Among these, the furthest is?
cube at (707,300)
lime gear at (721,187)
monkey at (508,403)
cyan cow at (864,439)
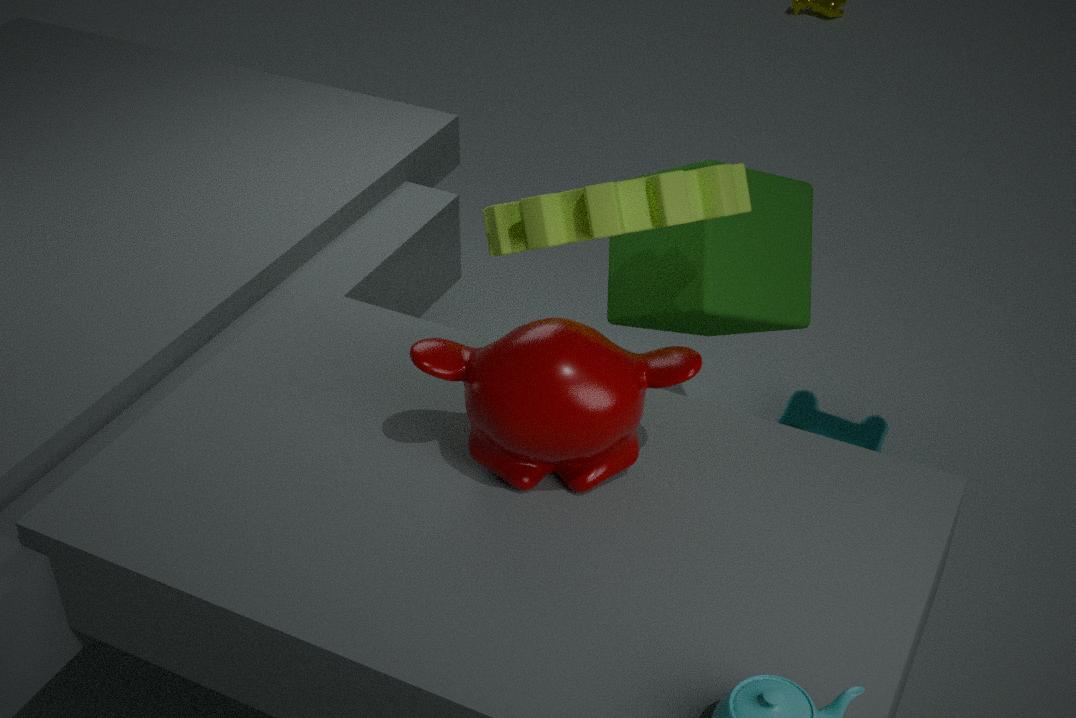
cyan cow at (864,439)
